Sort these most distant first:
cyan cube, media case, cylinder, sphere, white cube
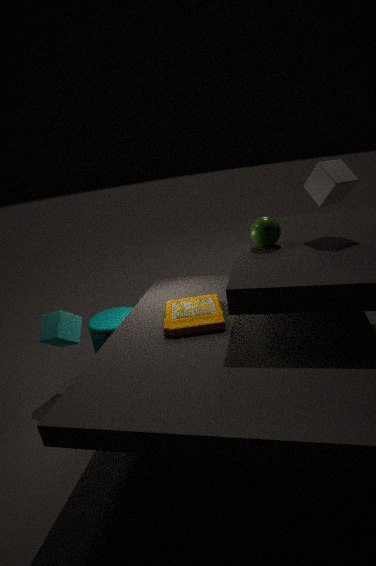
cylinder
cyan cube
sphere
white cube
media case
